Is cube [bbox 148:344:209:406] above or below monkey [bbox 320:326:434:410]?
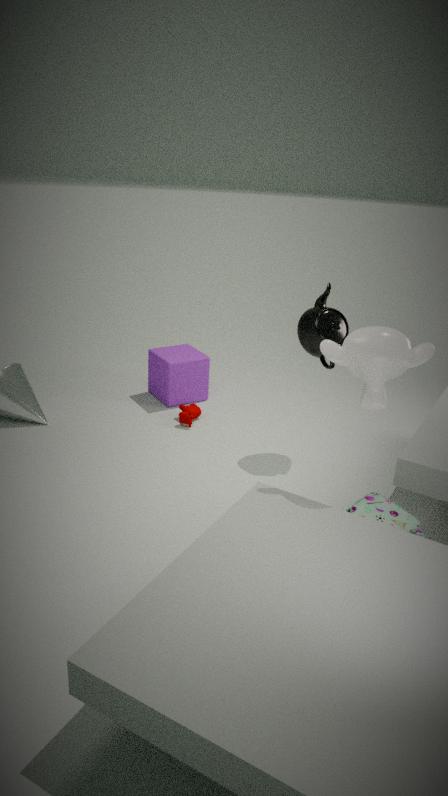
below
